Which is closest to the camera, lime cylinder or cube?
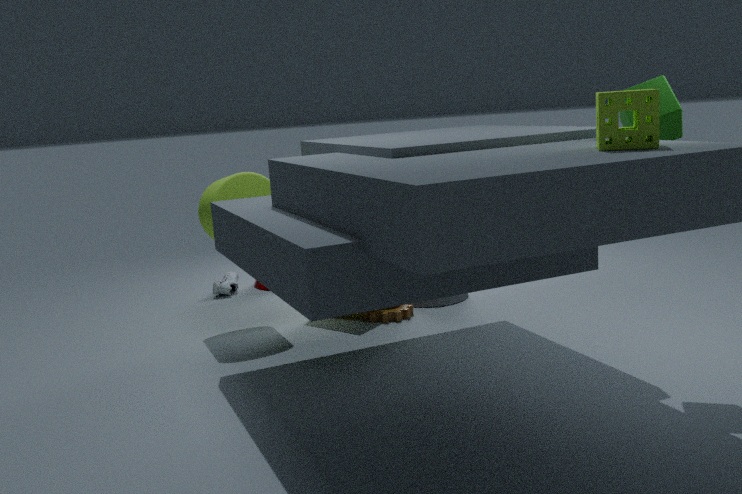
cube
